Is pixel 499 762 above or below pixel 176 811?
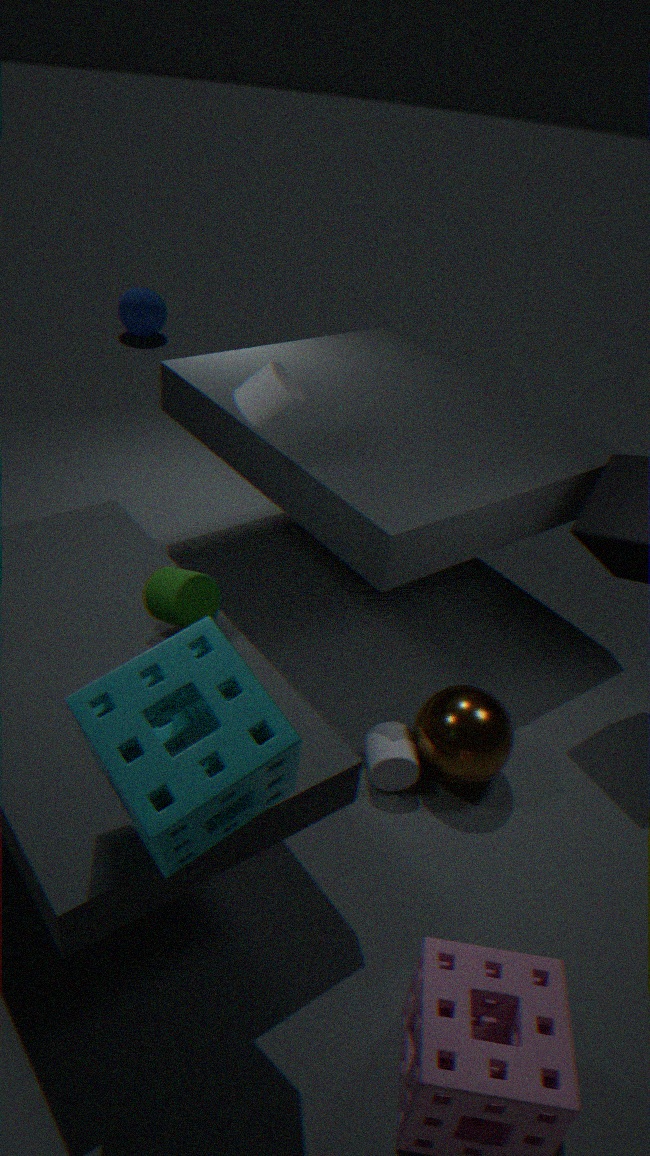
below
